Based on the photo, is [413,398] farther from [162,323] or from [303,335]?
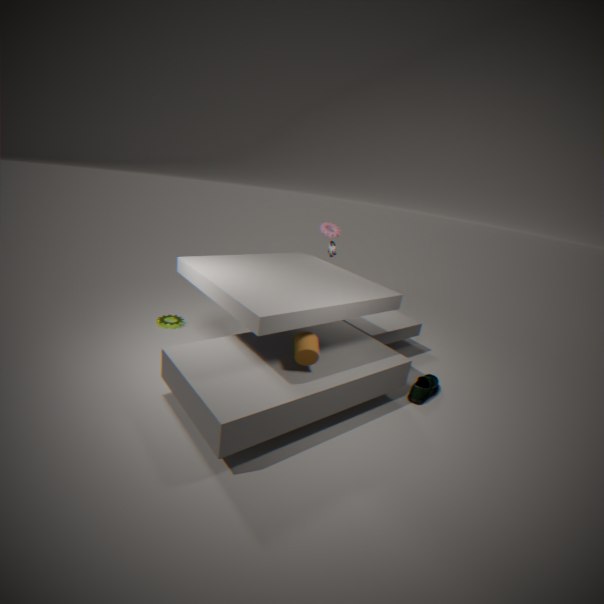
[162,323]
